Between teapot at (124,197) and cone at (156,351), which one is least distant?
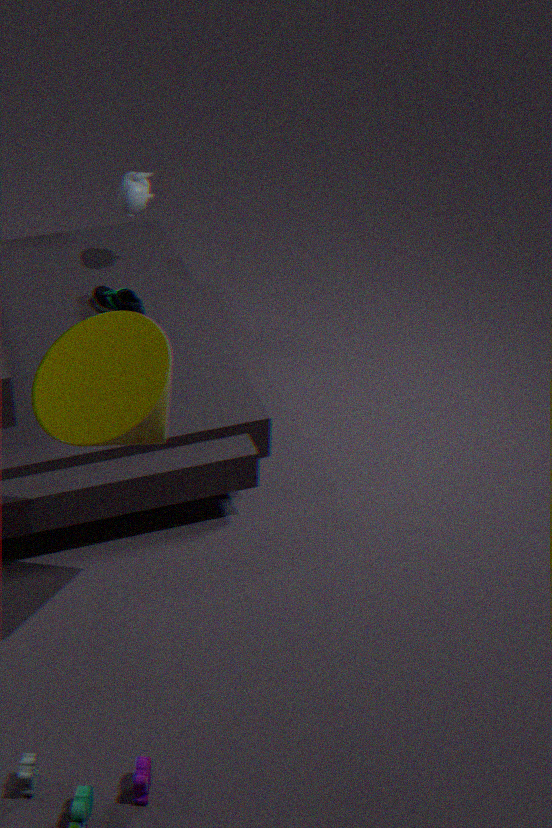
cone at (156,351)
